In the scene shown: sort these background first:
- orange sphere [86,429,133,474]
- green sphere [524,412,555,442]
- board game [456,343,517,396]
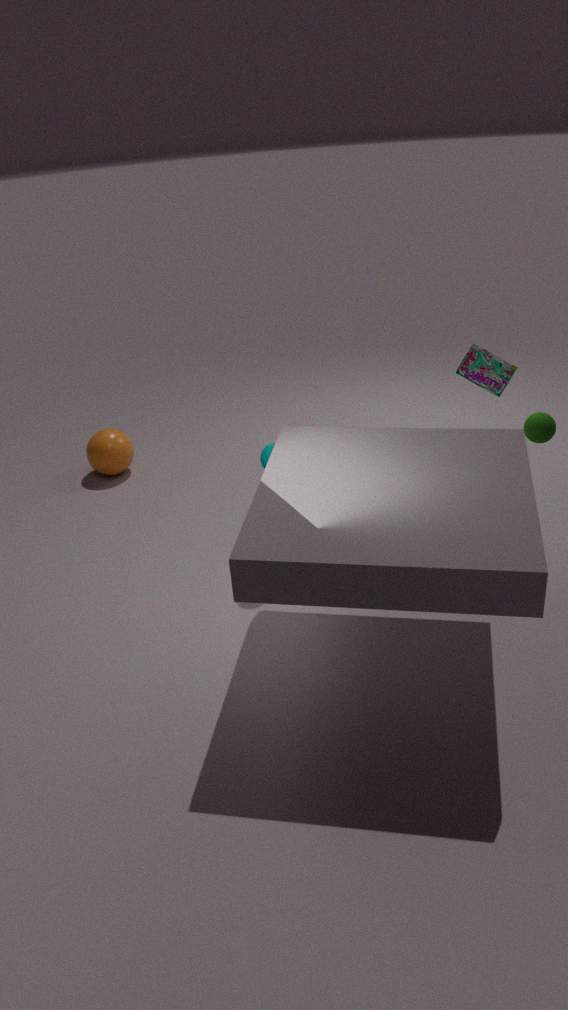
orange sphere [86,429,133,474], board game [456,343,517,396], green sphere [524,412,555,442]
